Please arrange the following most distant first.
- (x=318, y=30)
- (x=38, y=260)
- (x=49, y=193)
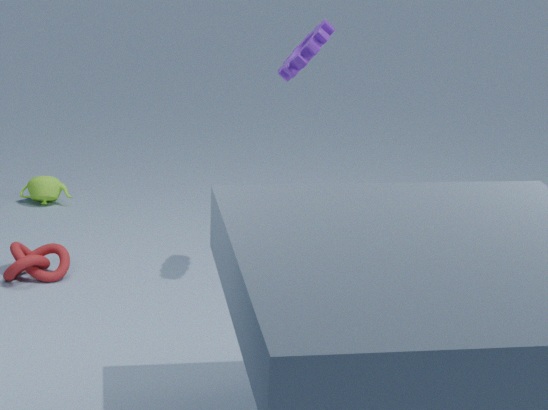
(x=49, y=193) < (x=38, y=260) < (x=318, y=30)
